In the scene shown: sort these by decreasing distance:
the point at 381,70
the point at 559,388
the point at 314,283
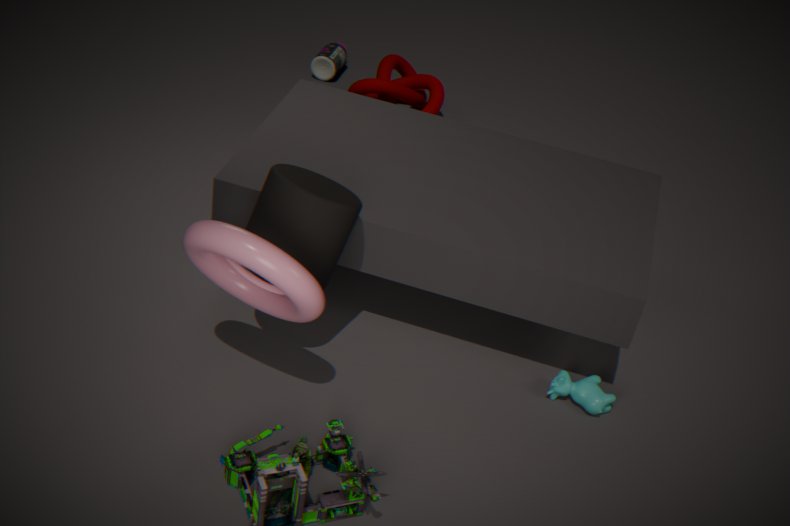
the point at 381,70 < the point at 559,388 < the point at 314,283
